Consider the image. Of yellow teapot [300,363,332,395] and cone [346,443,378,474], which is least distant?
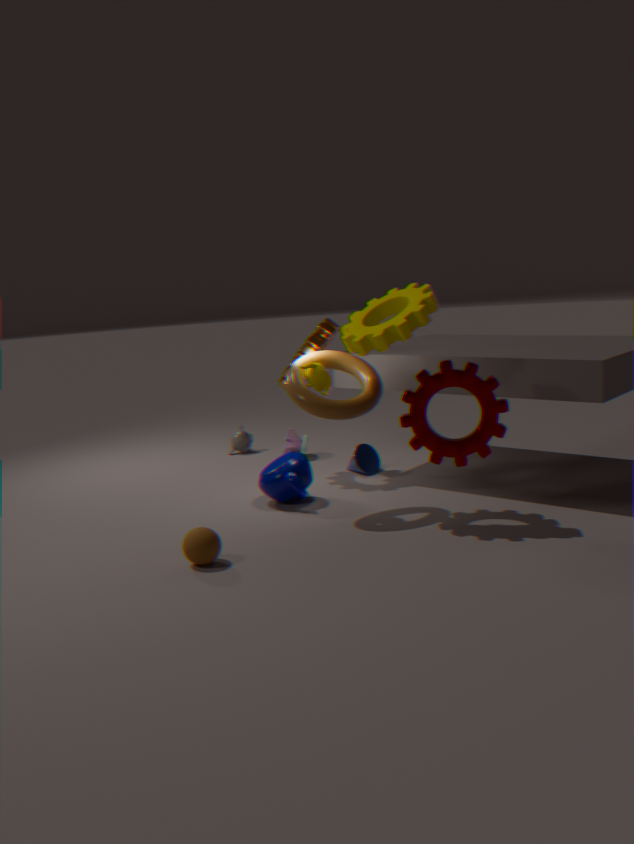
yellow teapot [300,363,332,395]
